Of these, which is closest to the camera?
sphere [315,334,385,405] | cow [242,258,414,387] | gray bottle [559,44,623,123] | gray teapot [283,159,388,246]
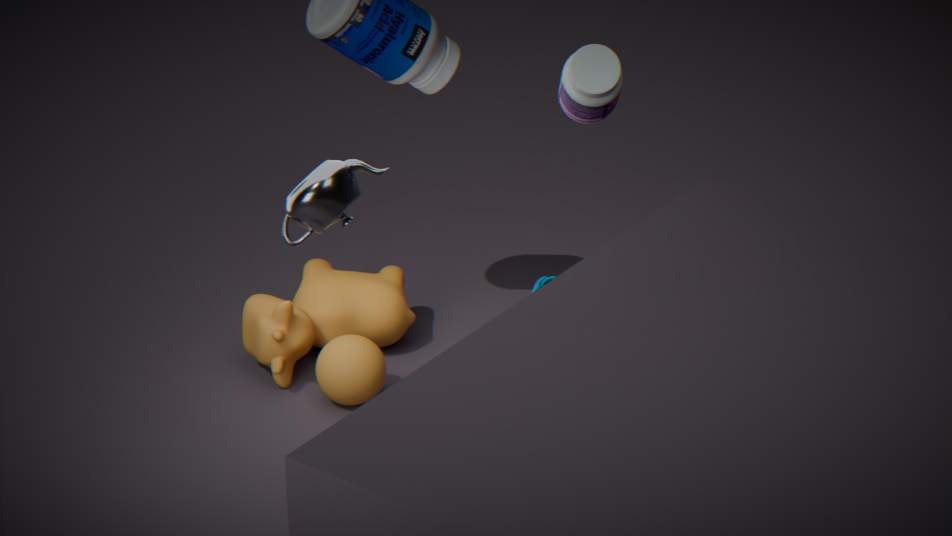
gray teapot [283,159,388,246]
